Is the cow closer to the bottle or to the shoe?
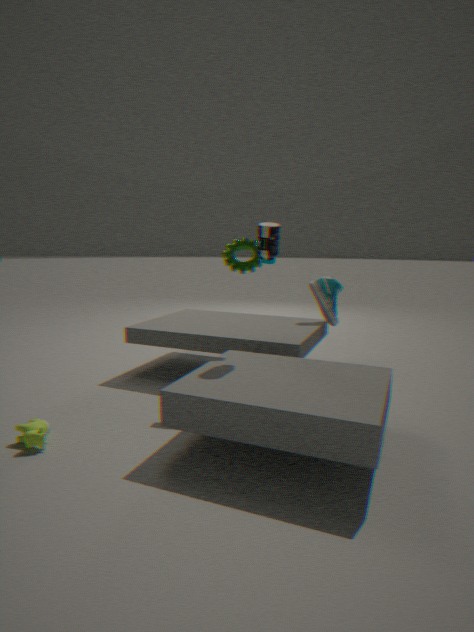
the bottle
